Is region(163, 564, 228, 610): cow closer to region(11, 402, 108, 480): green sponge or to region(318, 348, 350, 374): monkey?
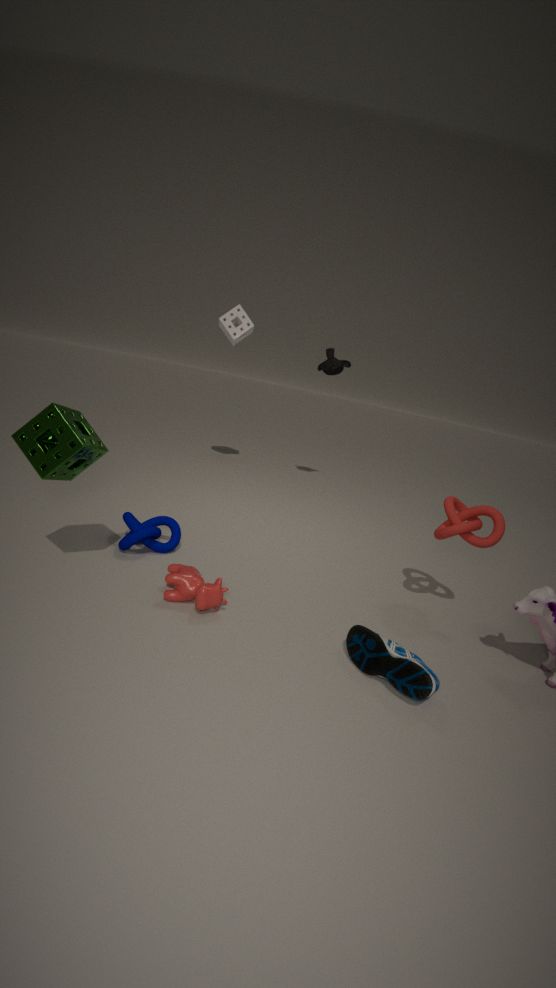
region(11, 402, 108, 480): green sponge
